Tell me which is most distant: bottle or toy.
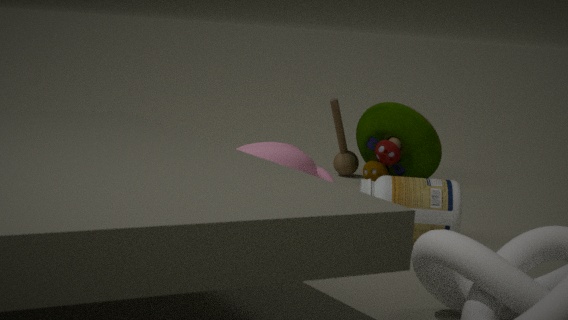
toy
